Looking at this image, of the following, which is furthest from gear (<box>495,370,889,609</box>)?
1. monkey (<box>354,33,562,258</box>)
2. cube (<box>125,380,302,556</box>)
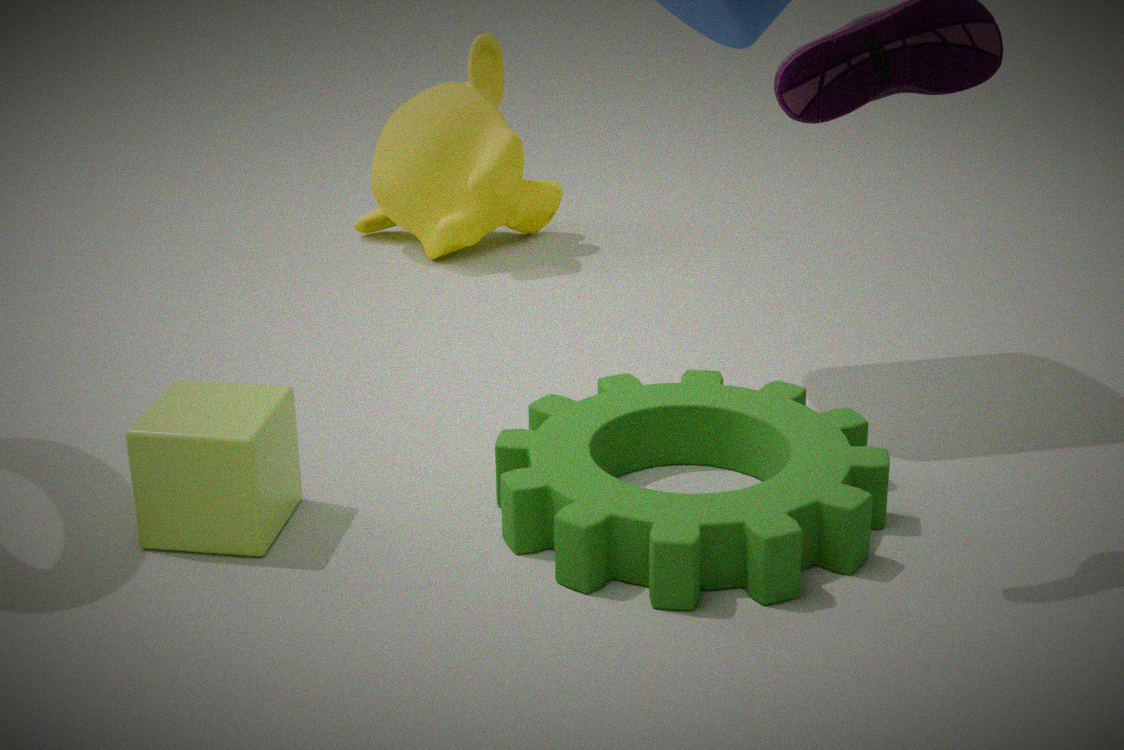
monkey (<box>354,33,562,258</box>)
